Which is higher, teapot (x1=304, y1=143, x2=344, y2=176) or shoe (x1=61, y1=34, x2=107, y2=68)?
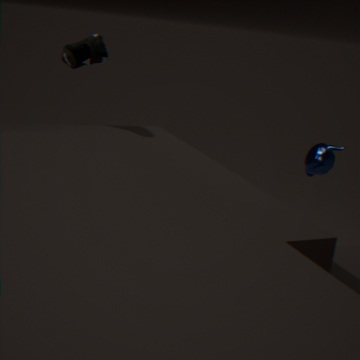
shoe (x1=61, y1=34, x2=107, y2=68)
